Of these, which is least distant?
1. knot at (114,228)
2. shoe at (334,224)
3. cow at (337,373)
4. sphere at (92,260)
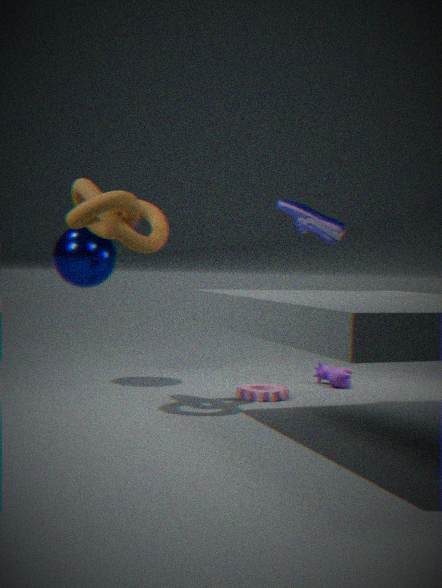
knot at (114,228)
